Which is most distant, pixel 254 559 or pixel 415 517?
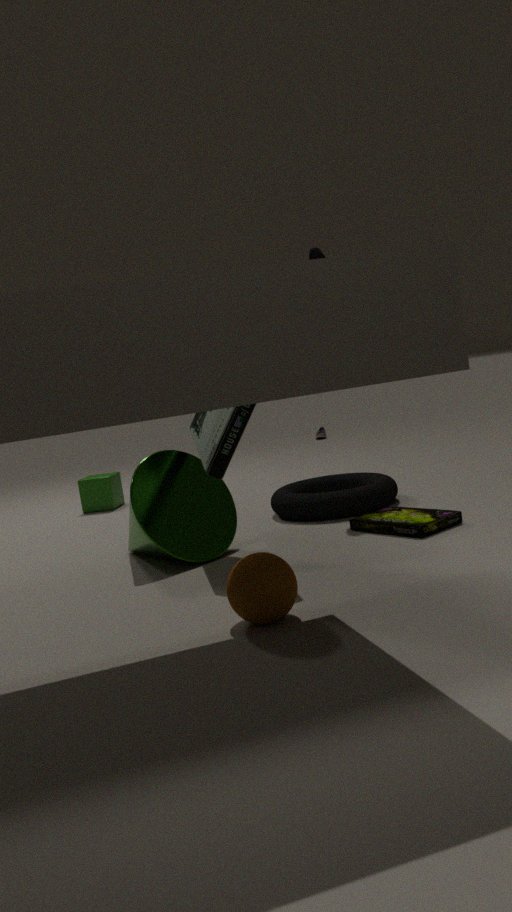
pixel 415 517
